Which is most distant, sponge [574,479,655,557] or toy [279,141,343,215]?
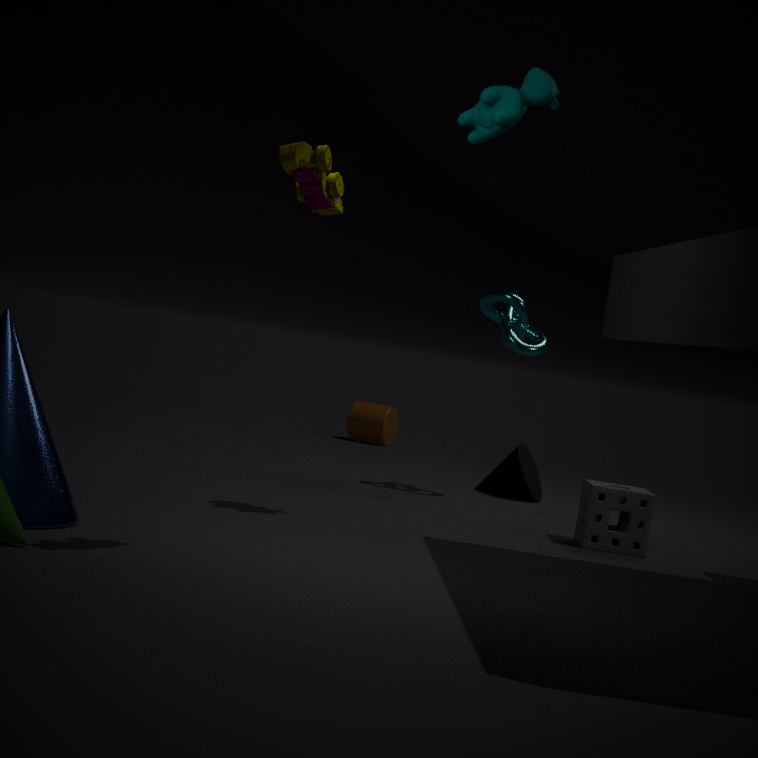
sponge [574,479,655,557]
